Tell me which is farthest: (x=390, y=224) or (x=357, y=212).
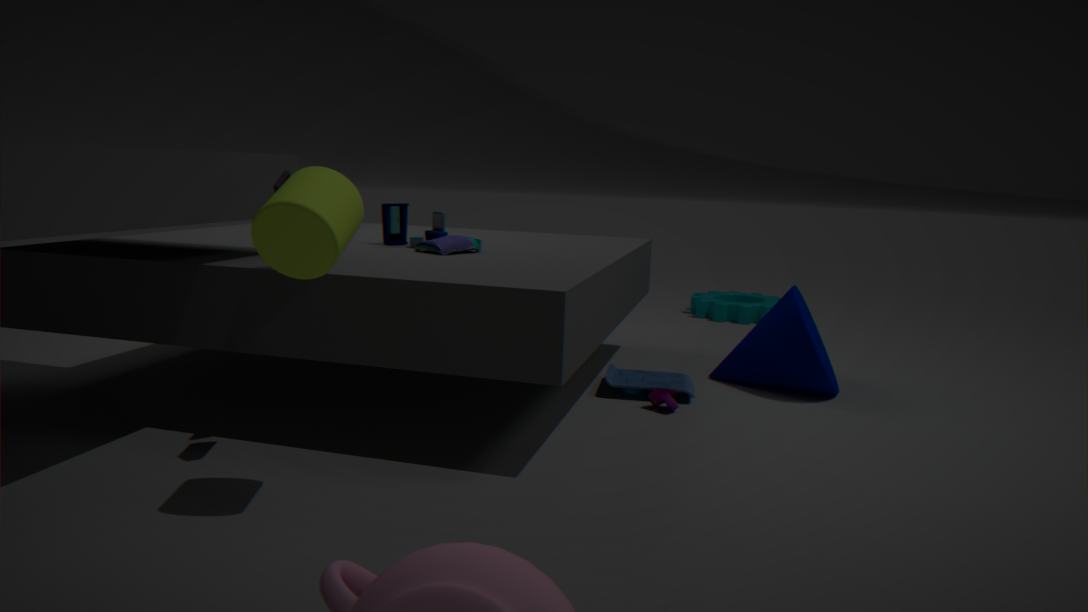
(x=390, y=224)
